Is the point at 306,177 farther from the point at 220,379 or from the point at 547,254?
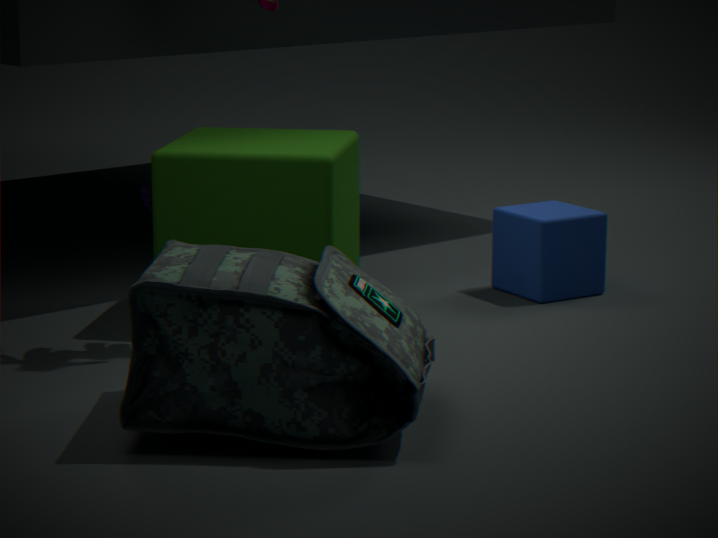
the point at 220,379
